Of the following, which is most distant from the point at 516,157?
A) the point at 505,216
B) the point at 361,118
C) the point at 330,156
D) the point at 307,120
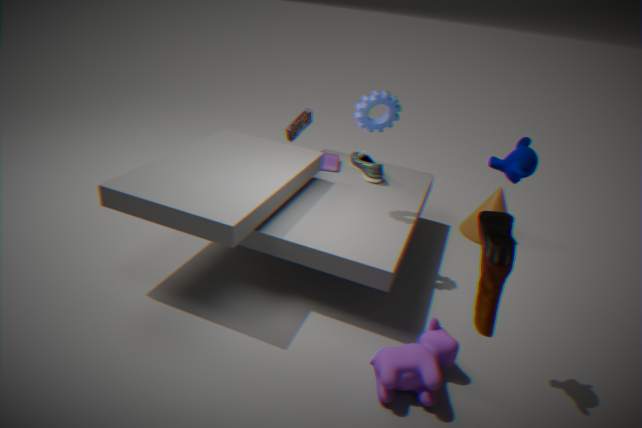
the point at 307,120
